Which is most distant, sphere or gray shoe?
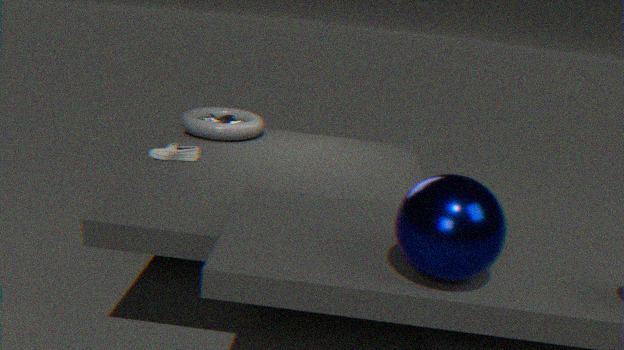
gray shoe
